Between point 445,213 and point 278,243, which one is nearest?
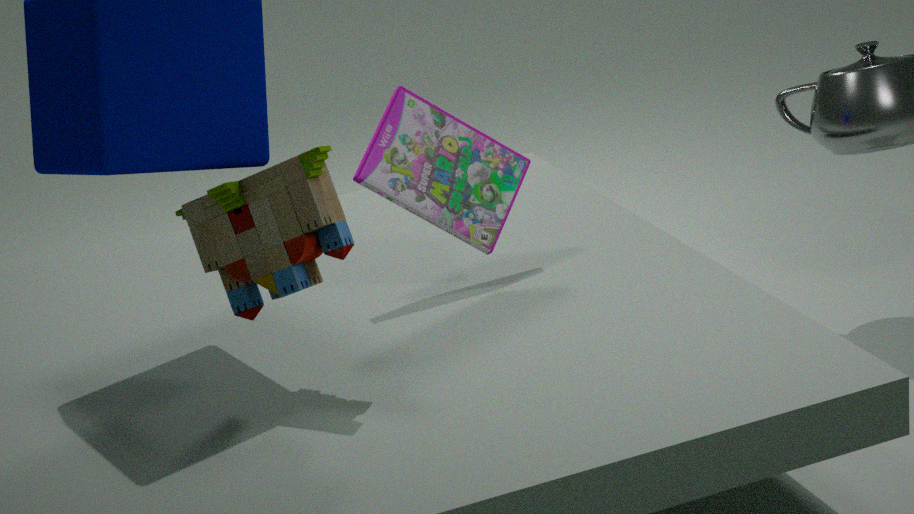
point 278,243
